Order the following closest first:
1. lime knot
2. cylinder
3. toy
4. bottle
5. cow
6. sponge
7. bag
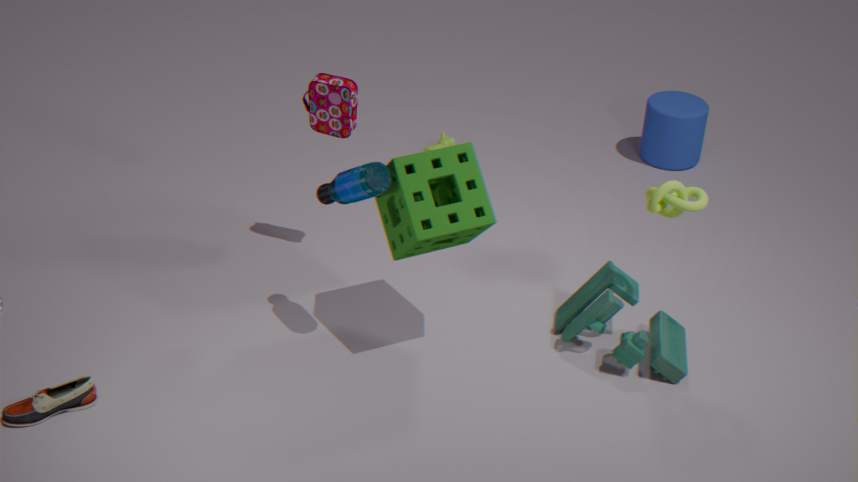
bottle → sponge → lime knot → toy → bag → cylinder → cow
